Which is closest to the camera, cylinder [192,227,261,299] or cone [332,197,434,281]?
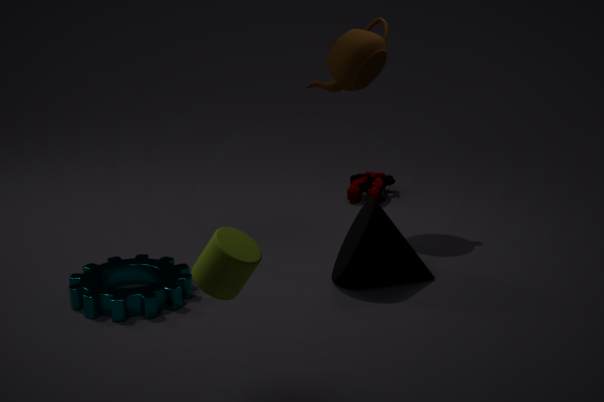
cylinder [192,227,261,299]
